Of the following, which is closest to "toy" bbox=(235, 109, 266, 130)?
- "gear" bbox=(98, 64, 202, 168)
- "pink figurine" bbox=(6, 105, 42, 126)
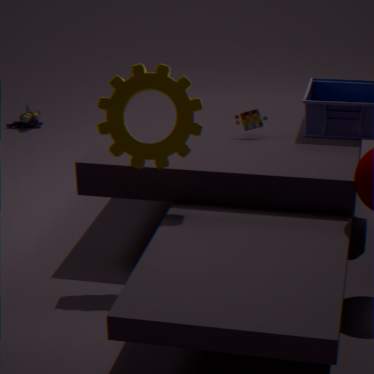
"gear" bbox=(98, 64, 202, 168)
